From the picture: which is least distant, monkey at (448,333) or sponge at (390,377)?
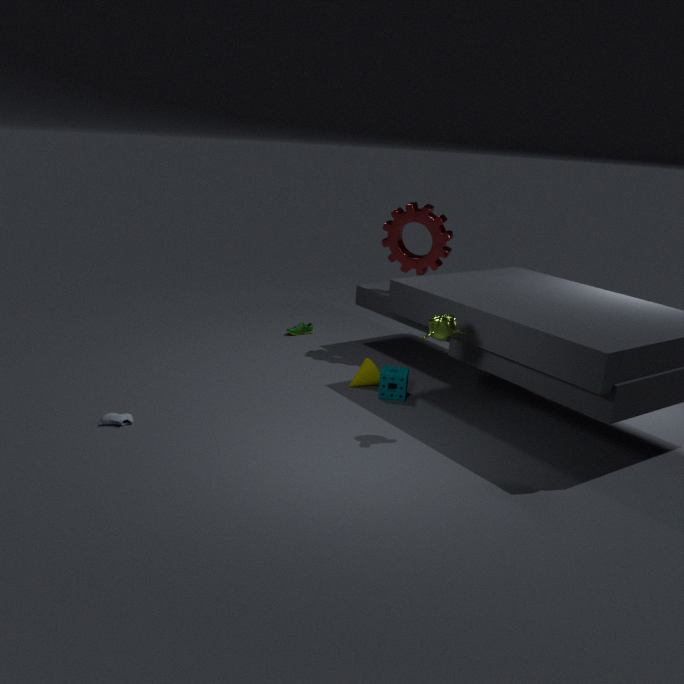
monkey at (448,333)
